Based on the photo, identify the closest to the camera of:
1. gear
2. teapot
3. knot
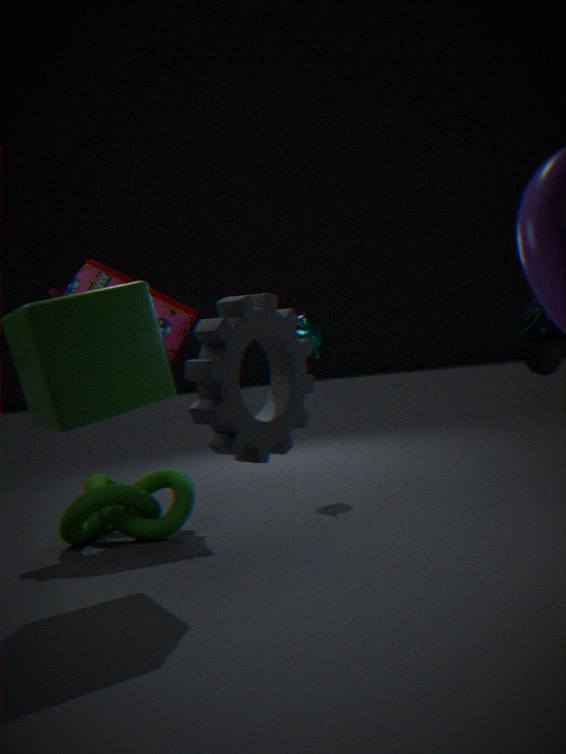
gear
